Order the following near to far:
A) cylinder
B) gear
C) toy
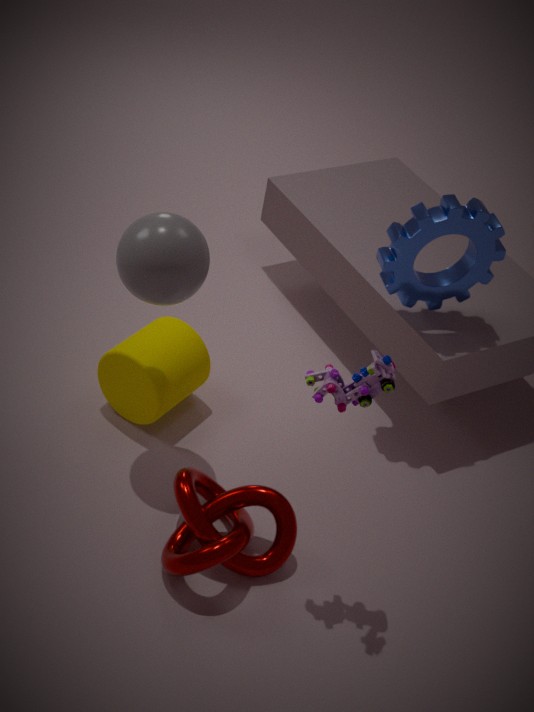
toy, gear, cylinder
